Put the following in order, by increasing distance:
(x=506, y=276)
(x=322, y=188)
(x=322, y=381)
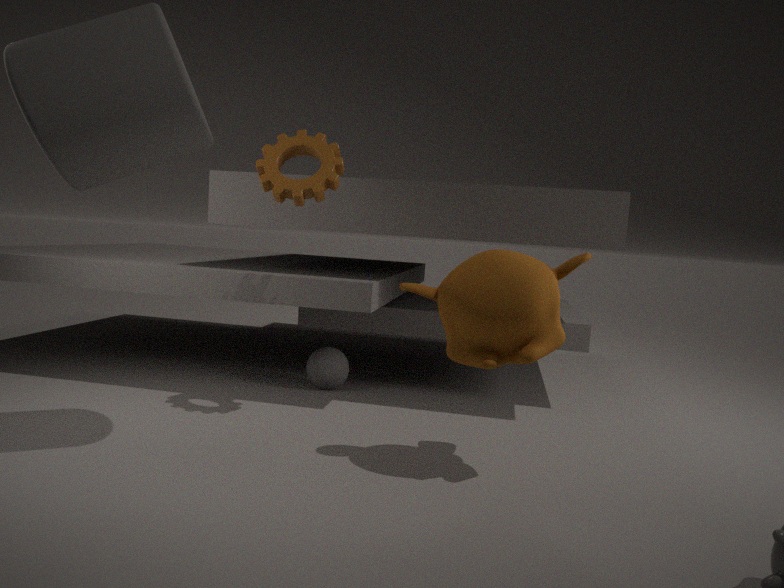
(x=506, y=276) < (x=322, y=188) < (x=322, y=381)
